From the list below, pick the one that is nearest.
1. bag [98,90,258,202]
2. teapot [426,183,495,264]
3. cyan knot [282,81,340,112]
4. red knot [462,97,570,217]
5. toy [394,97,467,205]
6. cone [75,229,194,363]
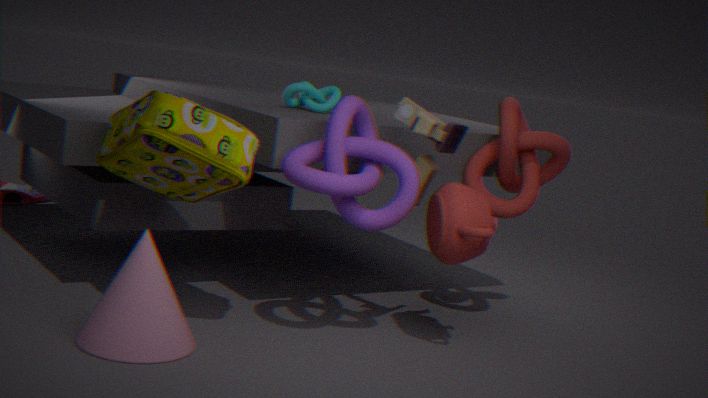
cone [75,229,194,363]
